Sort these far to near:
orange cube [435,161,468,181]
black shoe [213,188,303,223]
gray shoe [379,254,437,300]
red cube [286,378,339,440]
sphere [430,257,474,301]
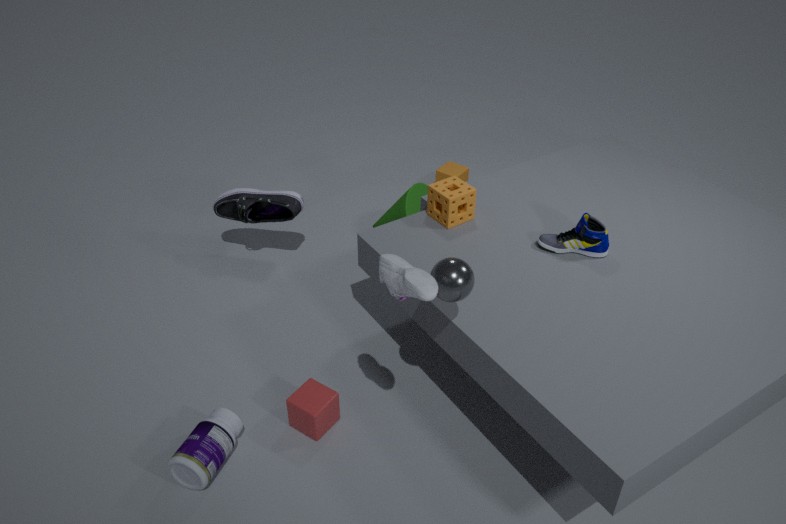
orange cube [435,161,468,181], black shoe [213,188,303,223], red cube [286,378,339,440], sphere [430,257,474,301], gray shoe [379,254,437,300]
